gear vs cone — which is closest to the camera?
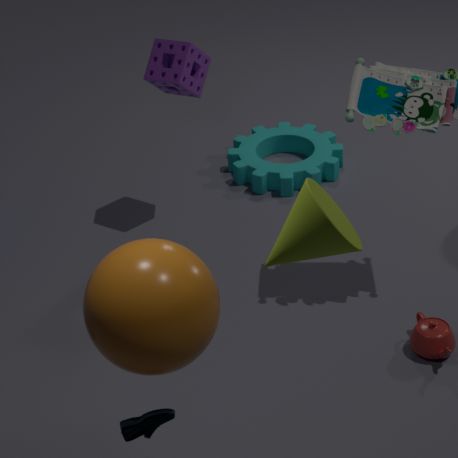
cone
